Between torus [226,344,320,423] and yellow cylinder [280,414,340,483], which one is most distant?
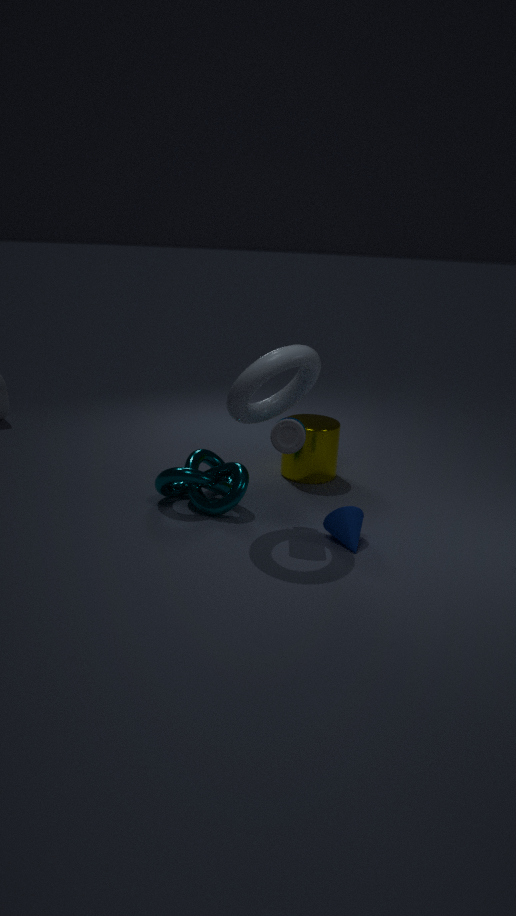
yellow cylinder [280,414,340,483]
